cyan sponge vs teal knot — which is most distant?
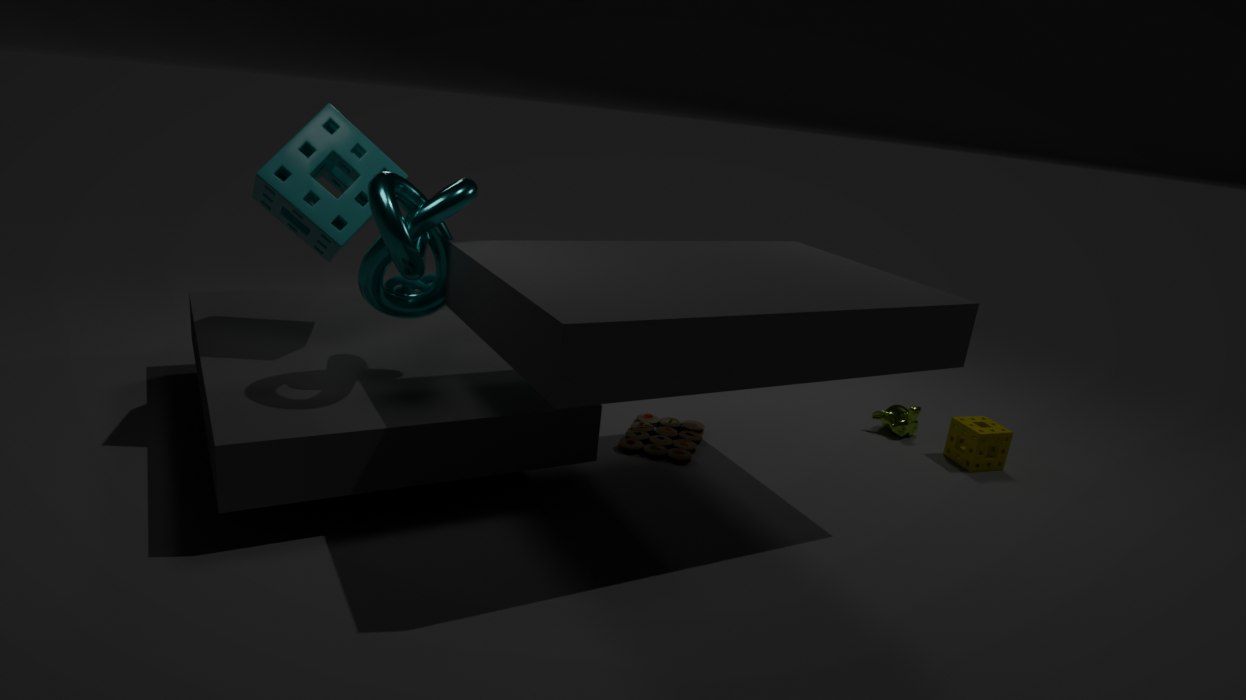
teal knot
